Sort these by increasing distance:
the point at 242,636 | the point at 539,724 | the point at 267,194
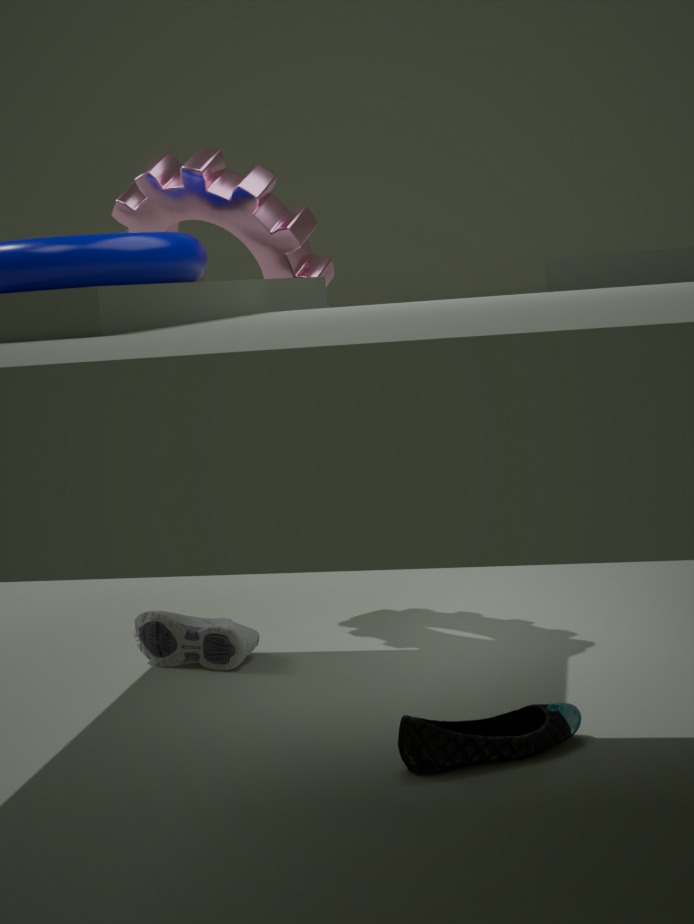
the point at 539,724 < the point at 242,636 < the point at 267,194
